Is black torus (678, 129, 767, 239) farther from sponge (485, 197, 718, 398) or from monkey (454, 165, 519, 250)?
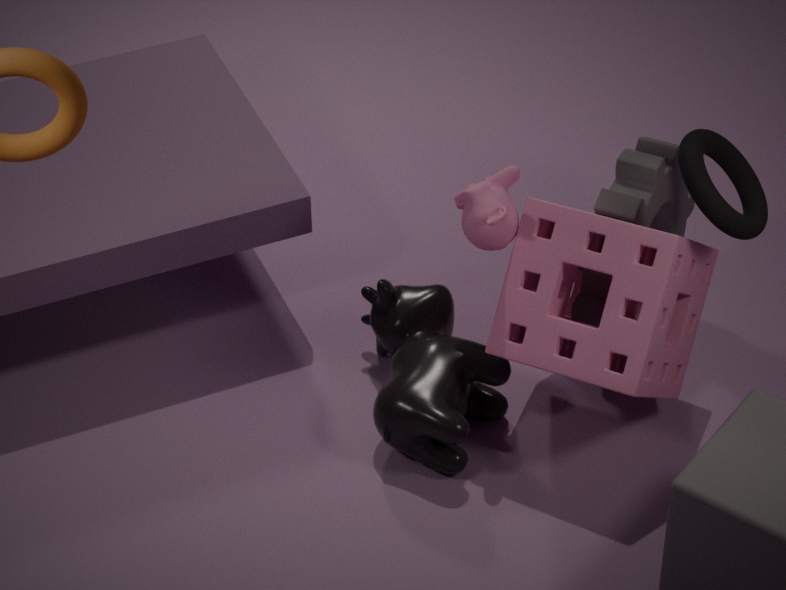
monkey (454, 165, 519, 250)
